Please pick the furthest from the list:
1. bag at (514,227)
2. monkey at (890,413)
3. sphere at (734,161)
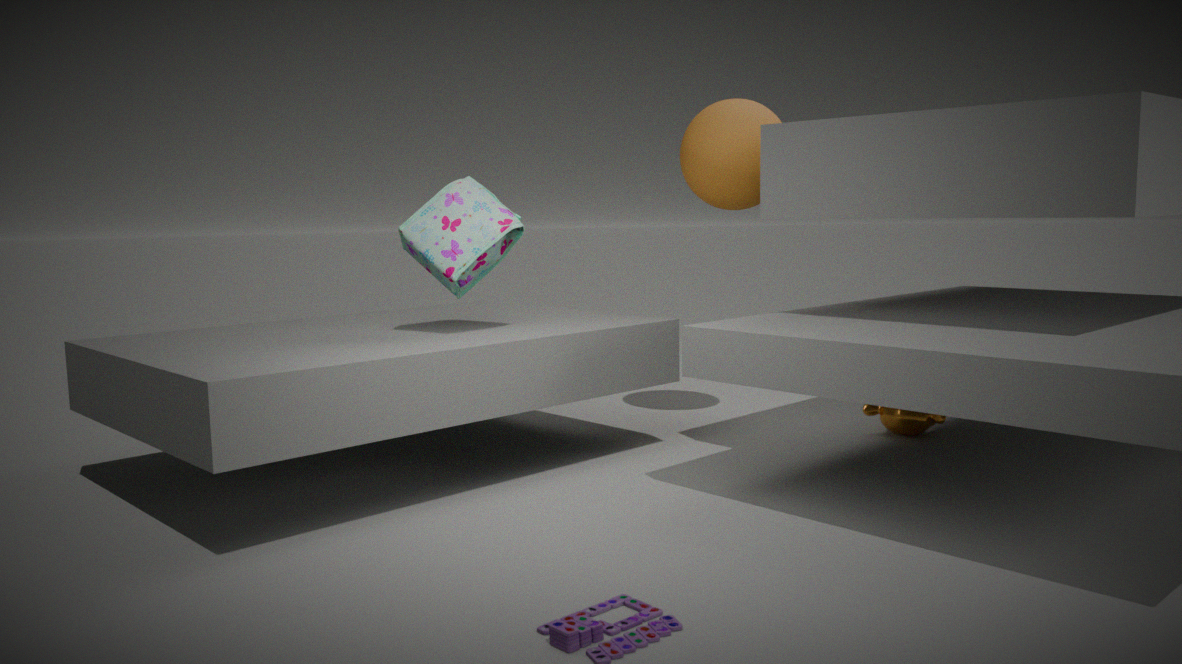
sphere at (734,161)
